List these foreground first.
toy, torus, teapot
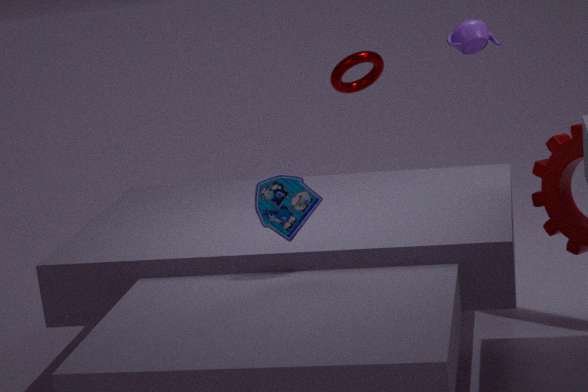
toy
teapot
torus
